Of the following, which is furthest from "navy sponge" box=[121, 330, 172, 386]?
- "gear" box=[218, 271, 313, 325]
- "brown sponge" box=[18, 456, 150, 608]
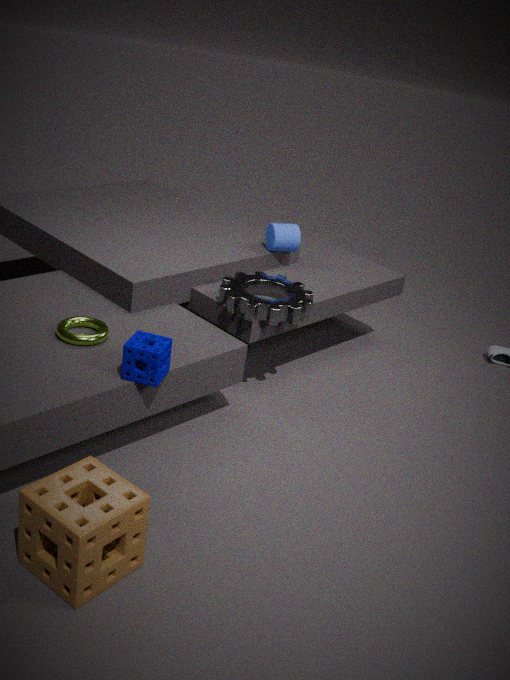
"gear" box=[218, 271, 313, 325]
